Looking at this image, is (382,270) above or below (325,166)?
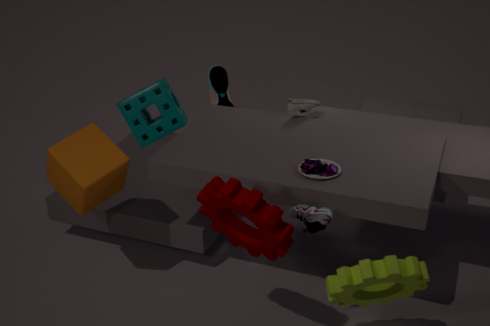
below
